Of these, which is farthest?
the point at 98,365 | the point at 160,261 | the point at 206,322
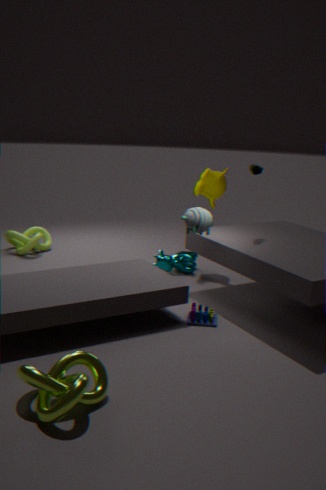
the point at 160,261
